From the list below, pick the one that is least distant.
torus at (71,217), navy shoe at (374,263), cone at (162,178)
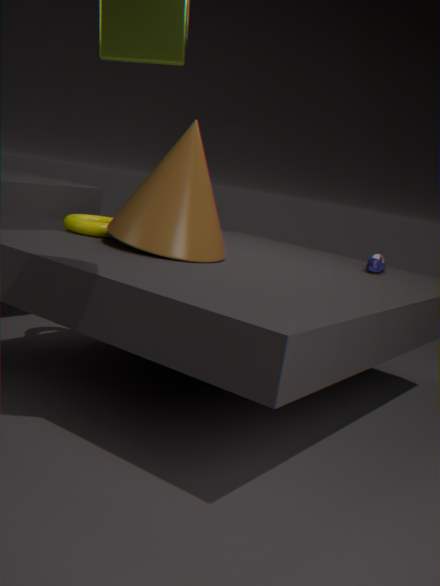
cone at (162,178)
